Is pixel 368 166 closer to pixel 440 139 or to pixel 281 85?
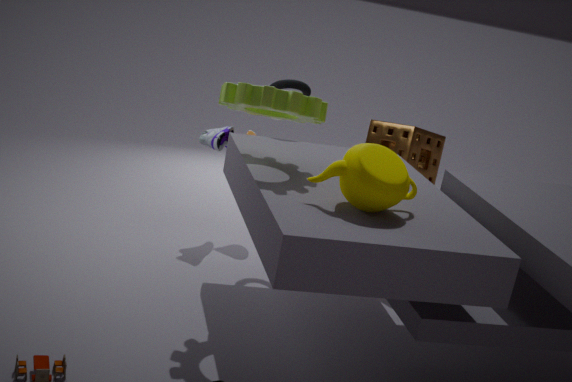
pixel 281 85
